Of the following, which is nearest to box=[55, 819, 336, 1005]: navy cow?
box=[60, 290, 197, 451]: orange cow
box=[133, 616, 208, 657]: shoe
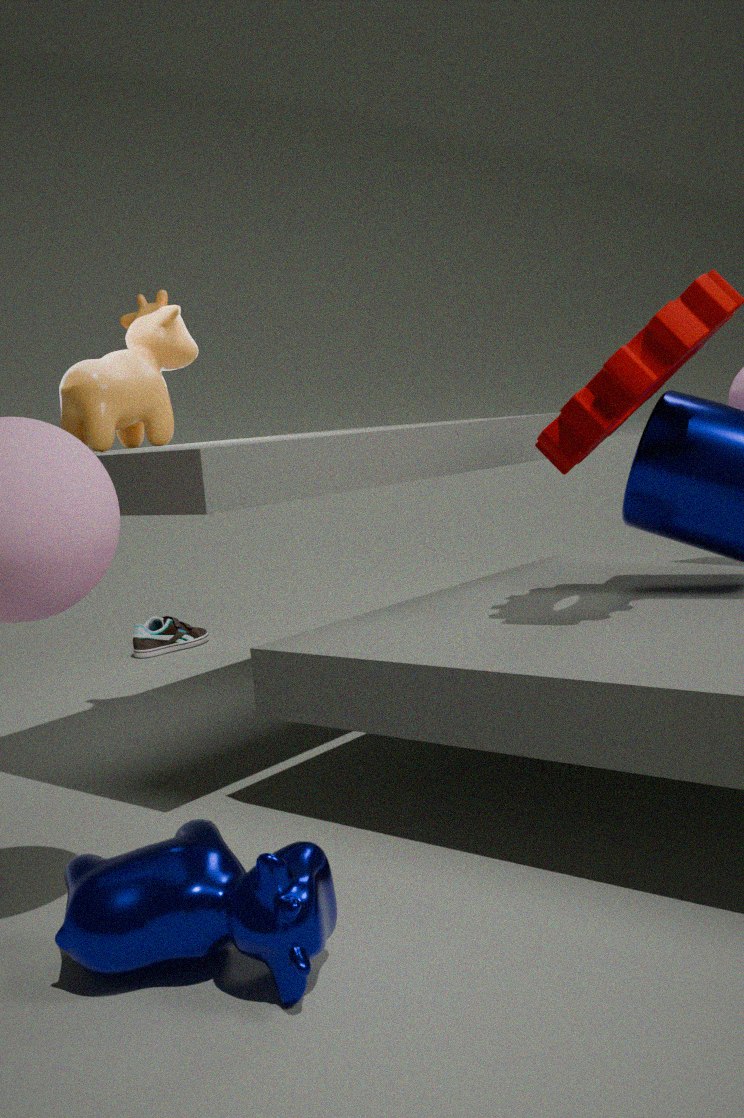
box=[60, 290, 197, 451]: orange cow
